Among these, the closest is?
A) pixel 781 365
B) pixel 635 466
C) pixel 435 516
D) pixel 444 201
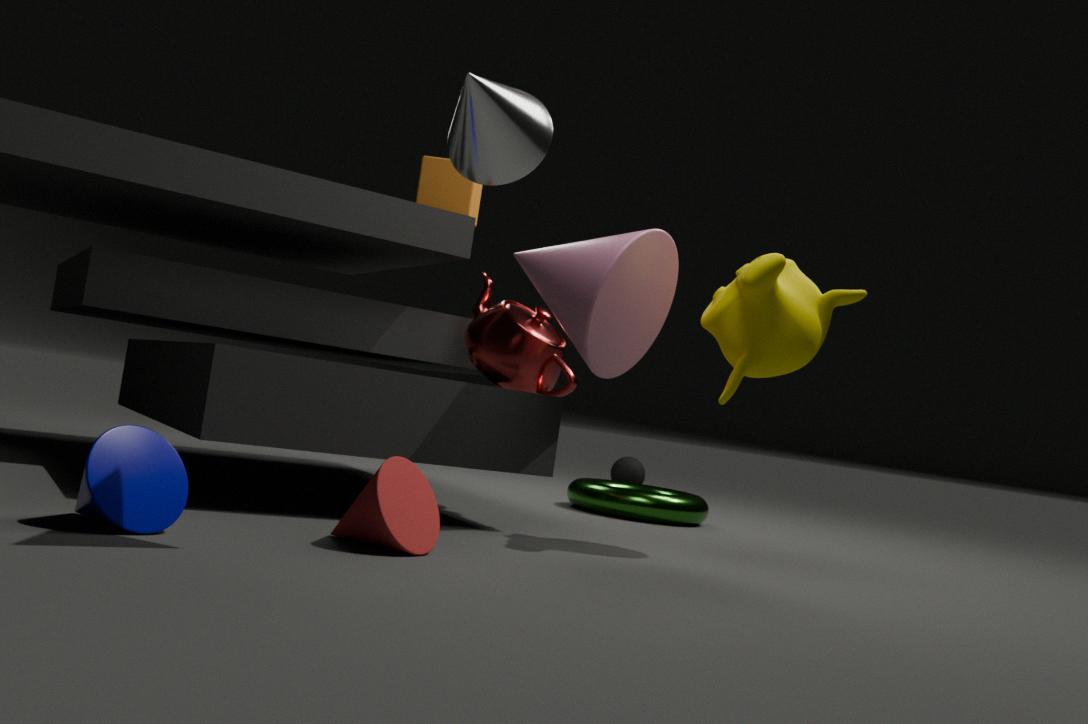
pixel 435 516
